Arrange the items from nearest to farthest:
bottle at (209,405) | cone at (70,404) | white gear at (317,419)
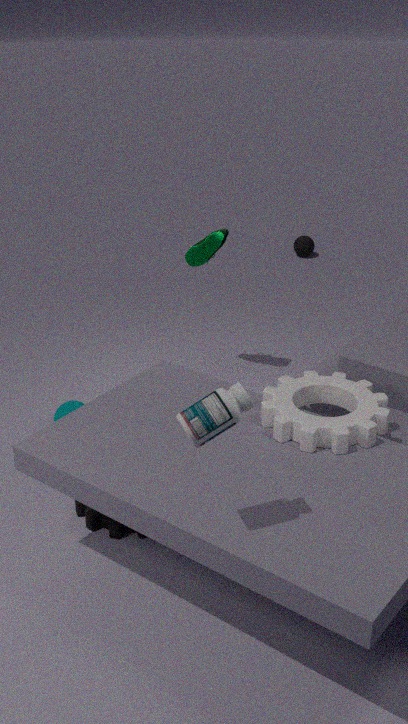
bottle at (209,405) < white gear at (317,419) < cone at (70,404)
